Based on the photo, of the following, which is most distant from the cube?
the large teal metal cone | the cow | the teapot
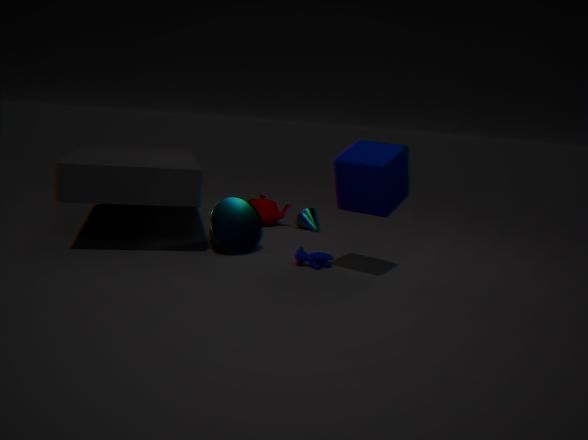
the teapot
